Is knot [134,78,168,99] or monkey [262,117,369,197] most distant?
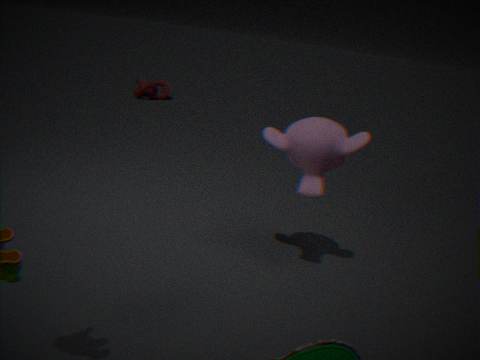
knot [134,78,168,99]
